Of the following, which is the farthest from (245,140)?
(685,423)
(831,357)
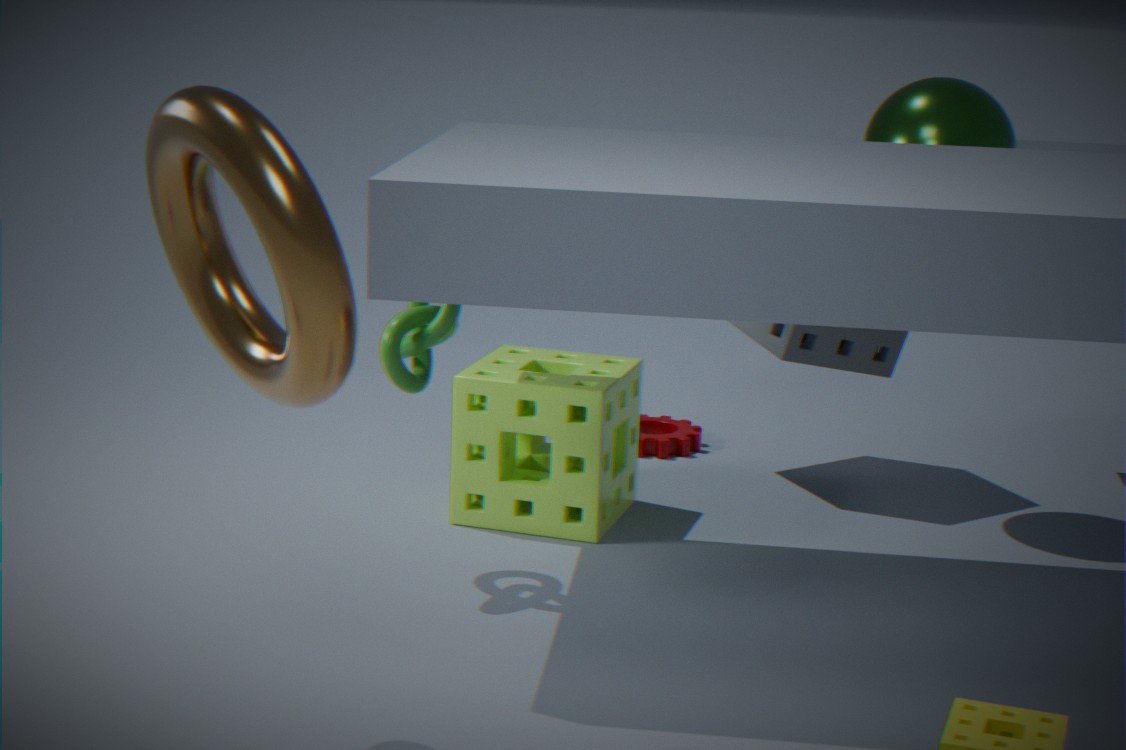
(685,423)
